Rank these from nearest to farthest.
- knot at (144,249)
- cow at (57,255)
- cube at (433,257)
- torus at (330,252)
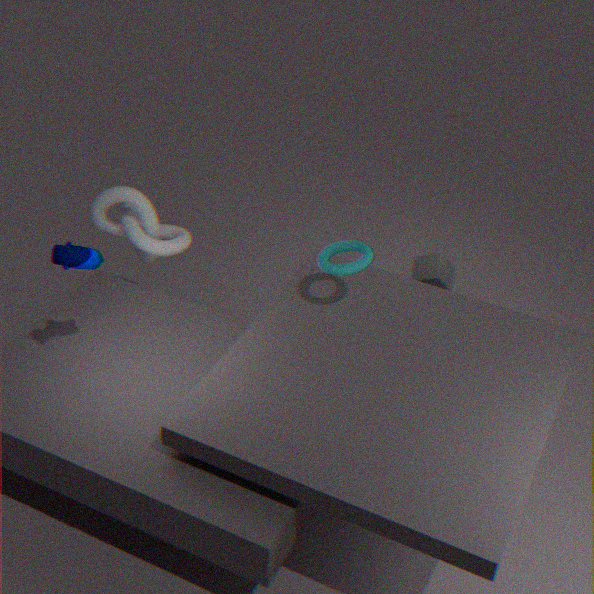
cow at (57,255) < torus at (330,252) < knot at (144,249) < cube at (433,257)
